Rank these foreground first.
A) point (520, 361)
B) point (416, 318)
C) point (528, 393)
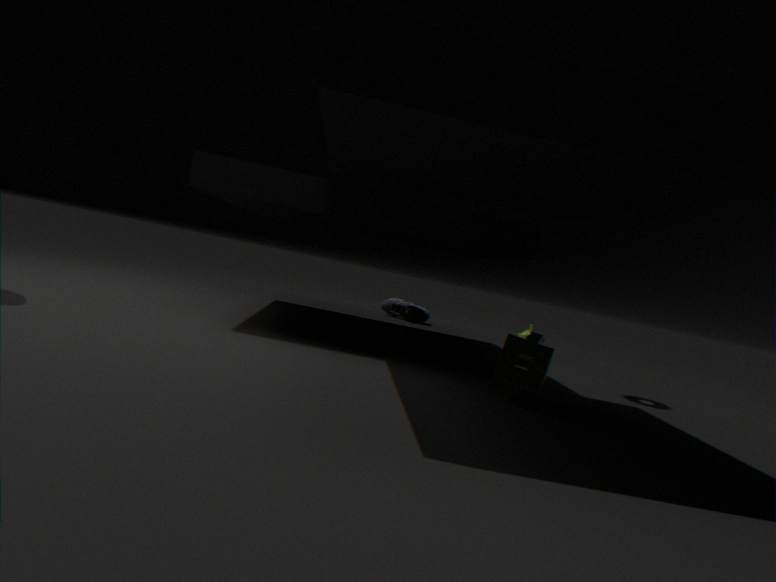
point (520, 361) < point (528, 393) < point (416, 318)
